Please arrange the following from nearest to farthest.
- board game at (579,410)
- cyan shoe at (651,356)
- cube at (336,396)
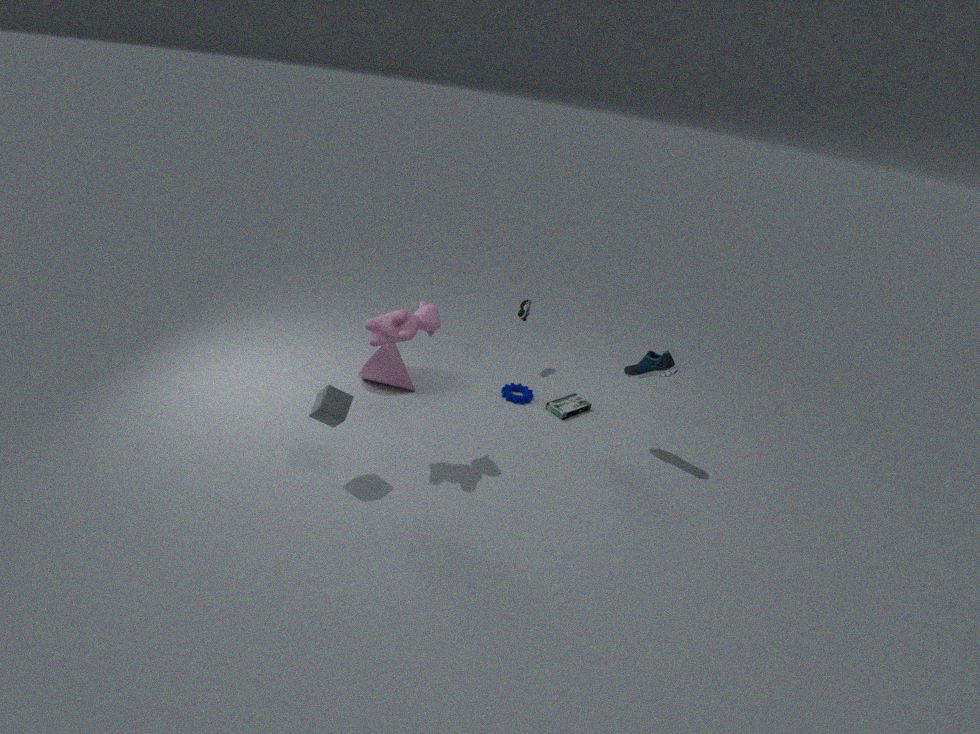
cube at (336,396)
cyan shoe at (651,356)
board game at (579,410)
